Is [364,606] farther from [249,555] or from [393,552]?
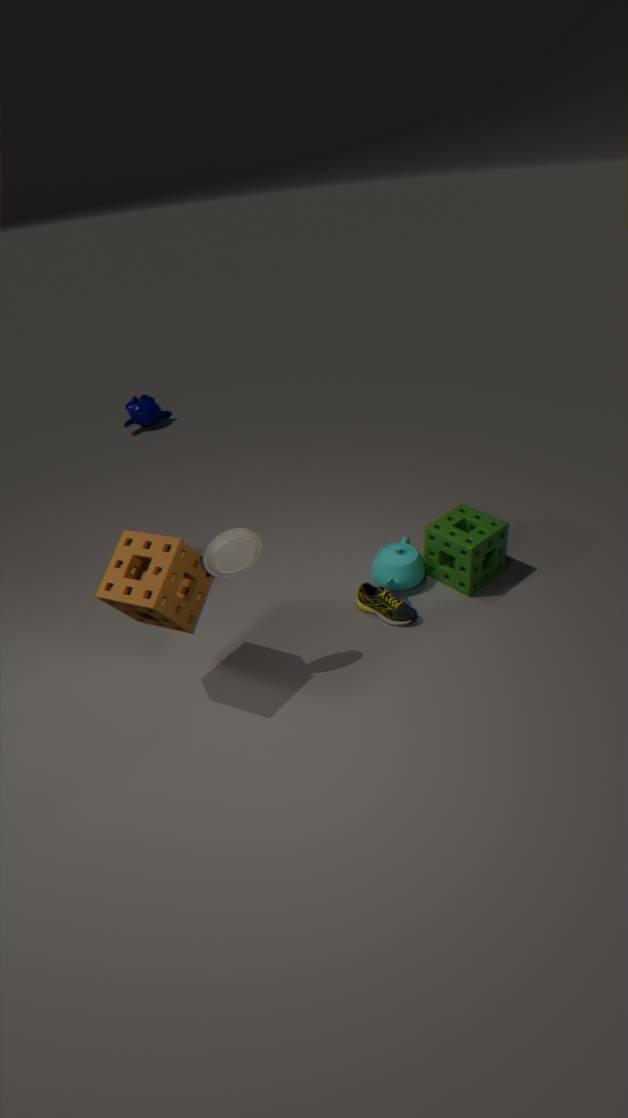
[249,555]
